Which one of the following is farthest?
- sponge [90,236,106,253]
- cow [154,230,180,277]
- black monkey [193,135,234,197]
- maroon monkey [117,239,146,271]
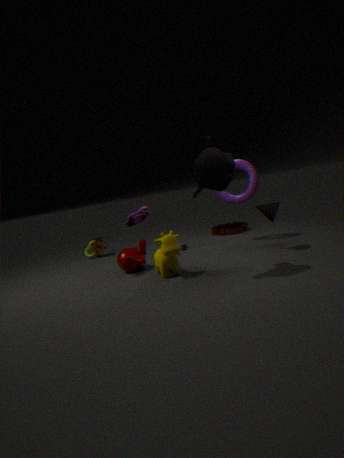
sponge [90,236,106,253]
